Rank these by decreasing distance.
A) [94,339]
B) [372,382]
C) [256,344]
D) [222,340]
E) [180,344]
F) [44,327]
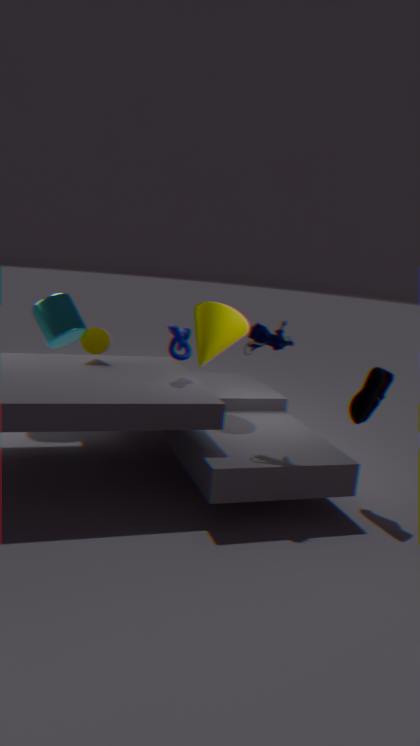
[44,327], [94,339], [222,340], [180,344], [372,382], [256,344]
